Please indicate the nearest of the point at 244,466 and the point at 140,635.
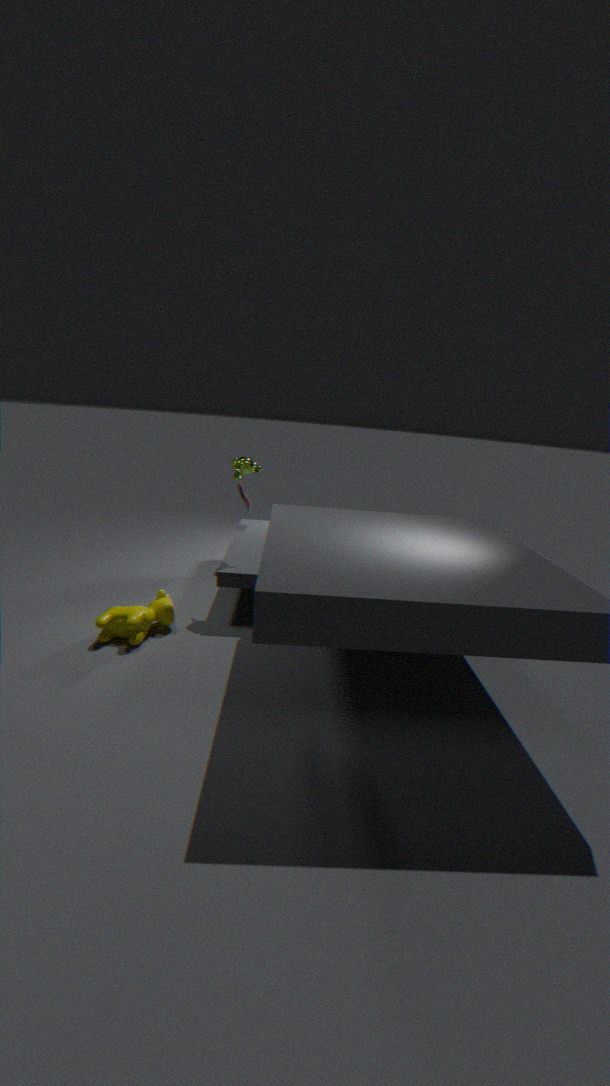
the point at 140,635
